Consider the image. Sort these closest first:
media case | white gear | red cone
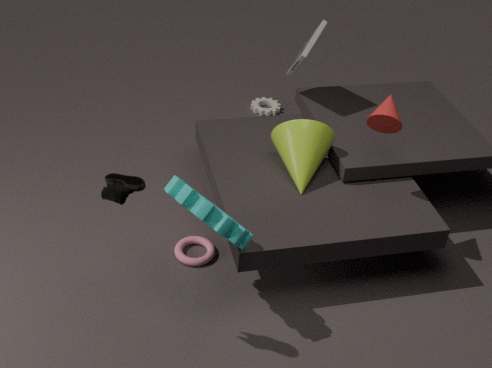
red cone, media case, white gear
